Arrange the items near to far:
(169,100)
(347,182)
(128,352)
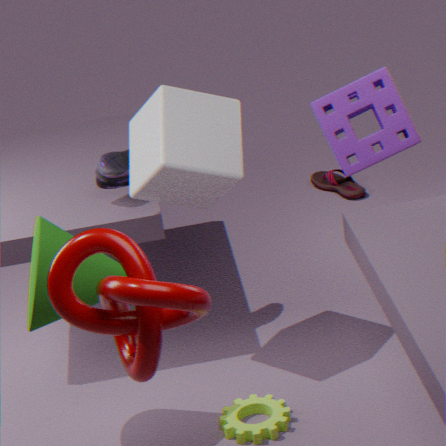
(128,352) → (169,100) → (347,182)
